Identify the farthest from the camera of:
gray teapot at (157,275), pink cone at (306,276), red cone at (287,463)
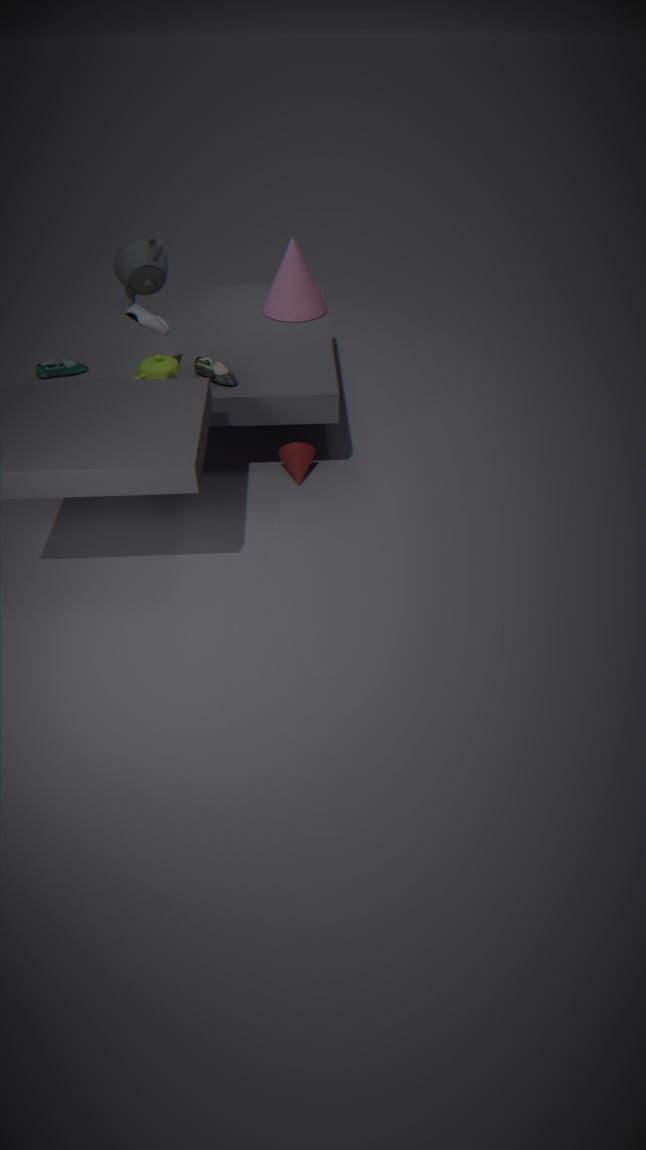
pink cone at (306,276)
